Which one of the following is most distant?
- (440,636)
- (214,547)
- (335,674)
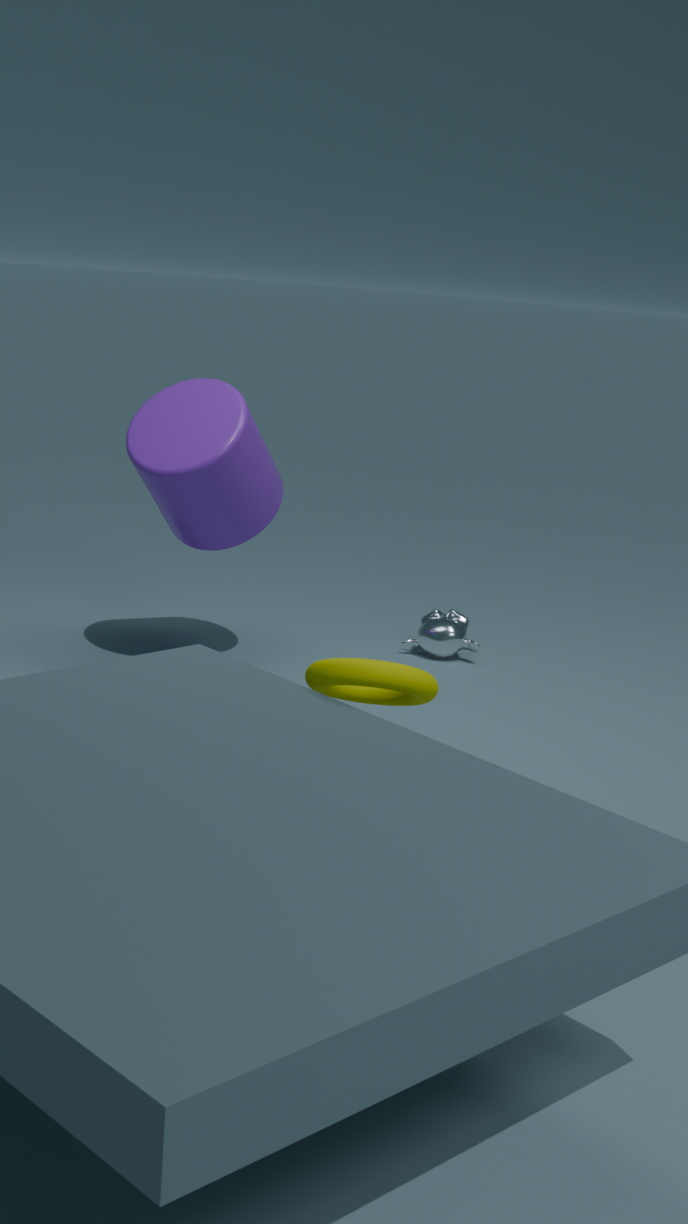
(440,636)
